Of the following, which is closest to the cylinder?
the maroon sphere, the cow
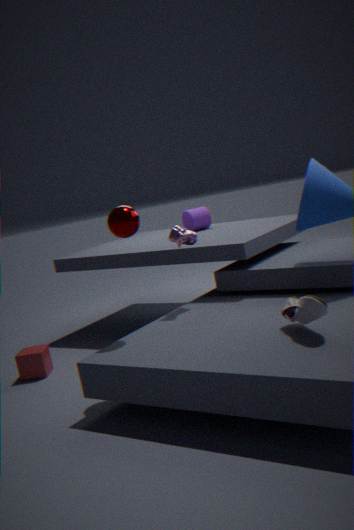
the cow
